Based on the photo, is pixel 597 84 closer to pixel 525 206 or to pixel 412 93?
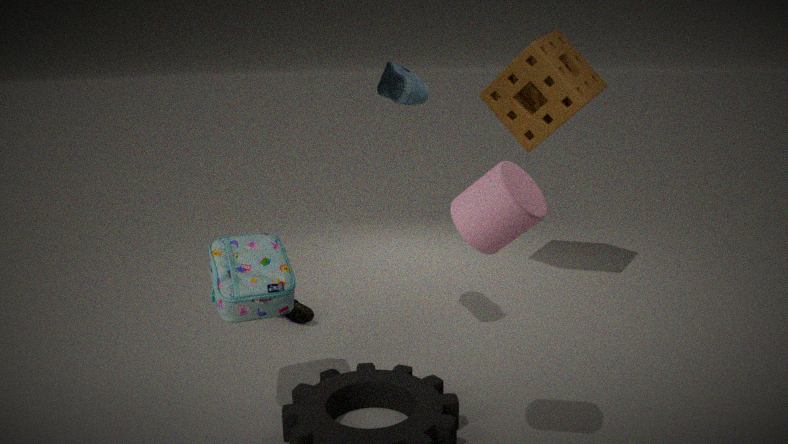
pixel 412 93
